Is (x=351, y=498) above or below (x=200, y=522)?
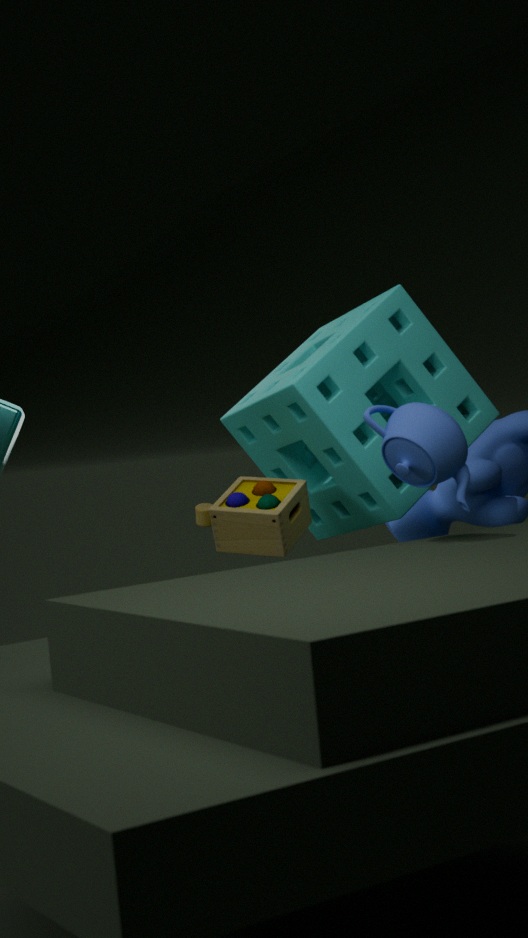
above
